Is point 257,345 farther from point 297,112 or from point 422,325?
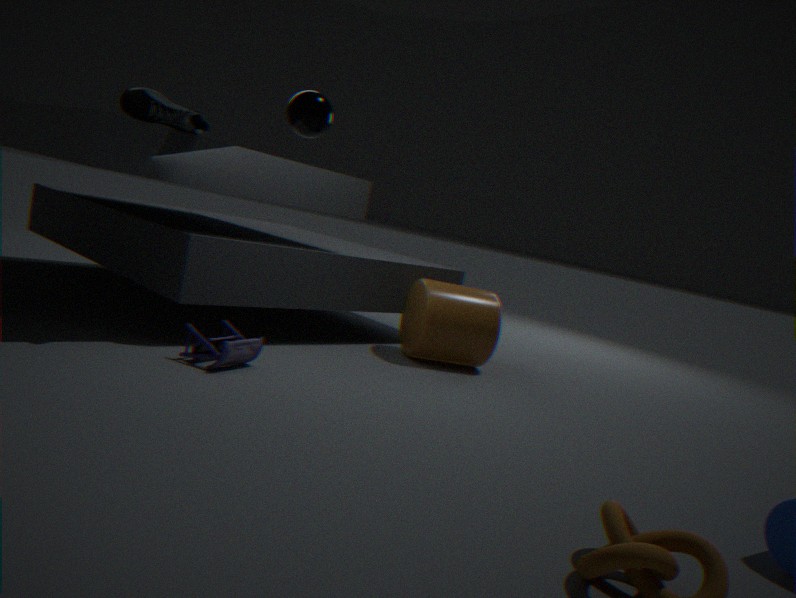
point 422,325
